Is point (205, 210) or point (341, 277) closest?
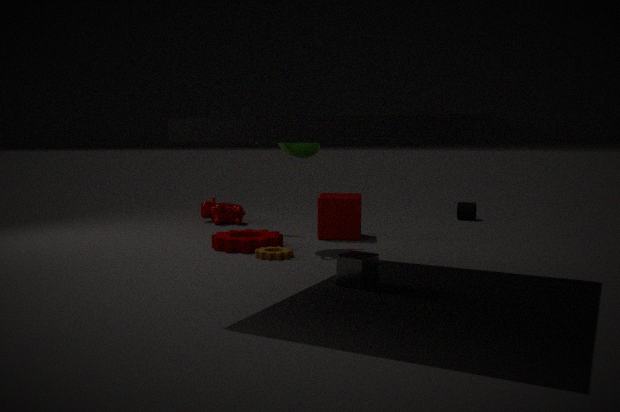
point (341, 277)
